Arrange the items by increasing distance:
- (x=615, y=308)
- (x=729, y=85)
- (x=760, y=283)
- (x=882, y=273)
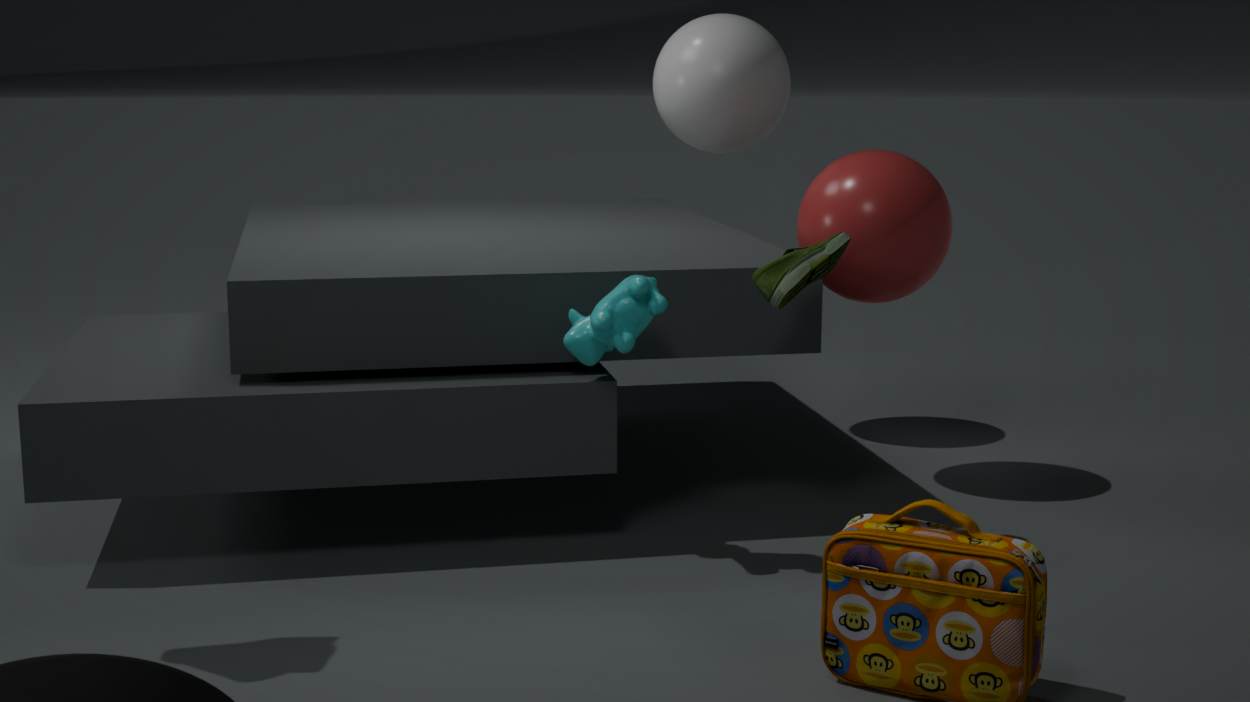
(x=615, y=308), (x=760, y=283), (x=882, y=273), (x=729, y=85)
